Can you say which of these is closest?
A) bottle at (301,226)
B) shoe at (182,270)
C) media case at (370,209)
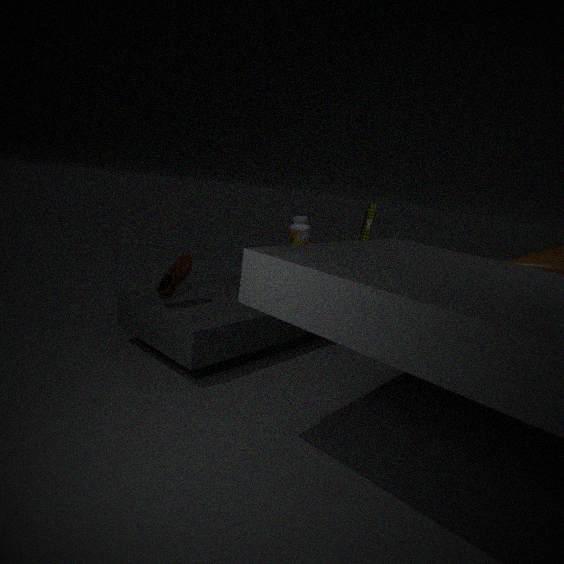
shoe at (182,270)
